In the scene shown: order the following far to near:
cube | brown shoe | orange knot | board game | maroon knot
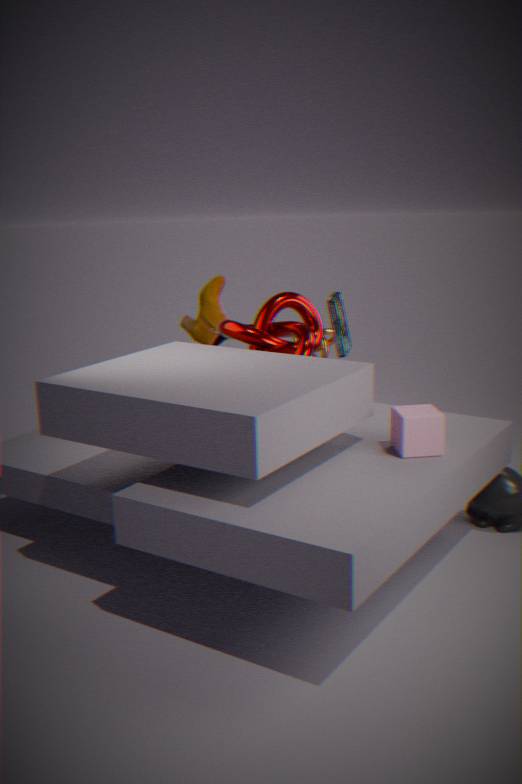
brown shoe
orange knot
board game
maroon knot
cube
